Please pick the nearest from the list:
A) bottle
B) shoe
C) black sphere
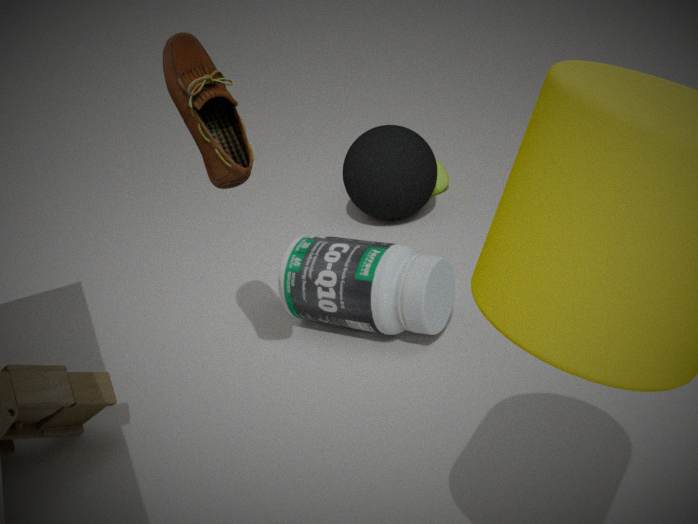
shoe
